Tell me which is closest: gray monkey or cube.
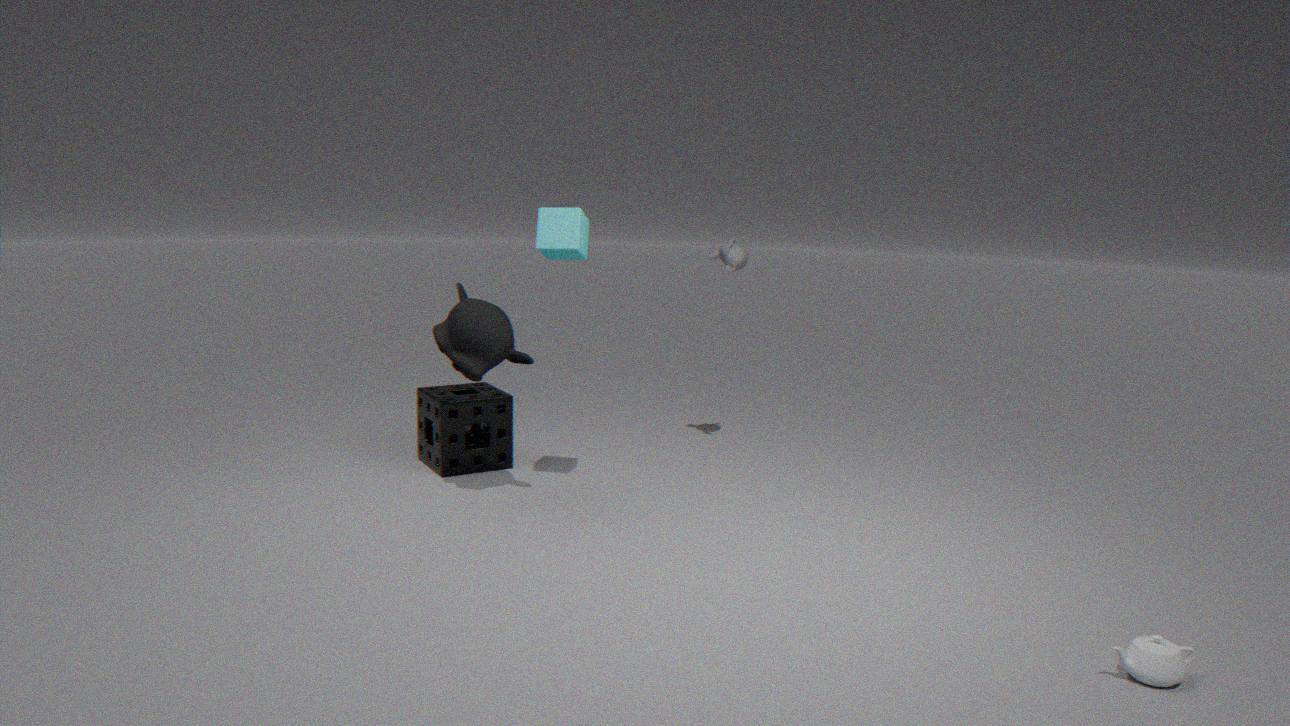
cube
